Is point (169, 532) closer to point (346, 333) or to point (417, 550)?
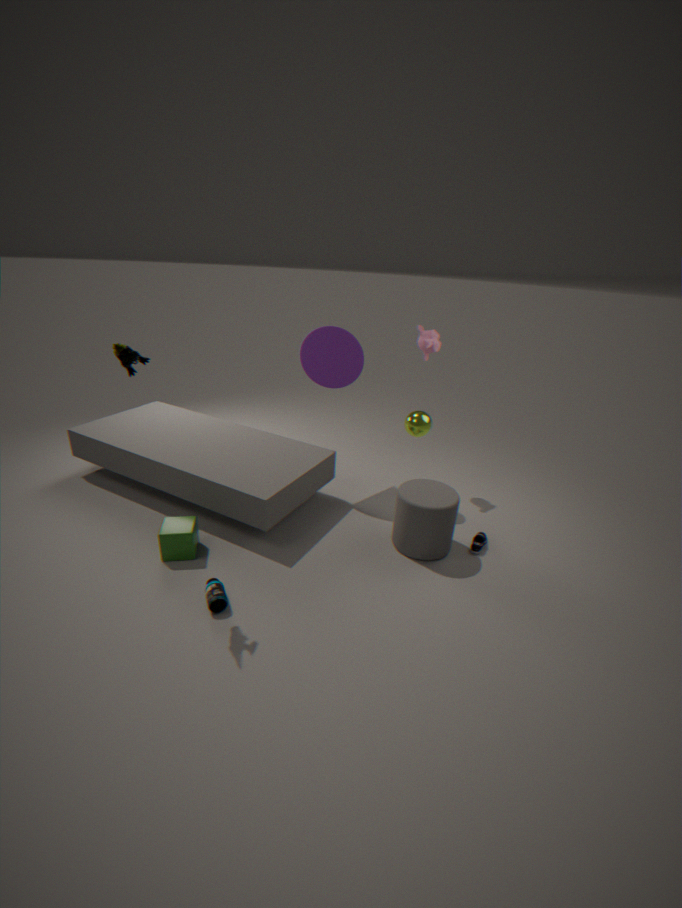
point (417, 550)
